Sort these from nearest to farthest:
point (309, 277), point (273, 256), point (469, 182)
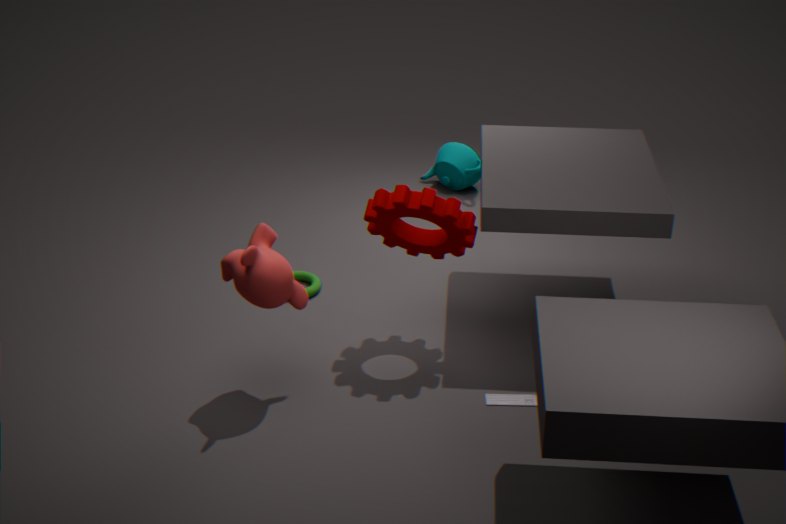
1. point (273, 256)
2. point (309, 277)
3. point (469, 182)
